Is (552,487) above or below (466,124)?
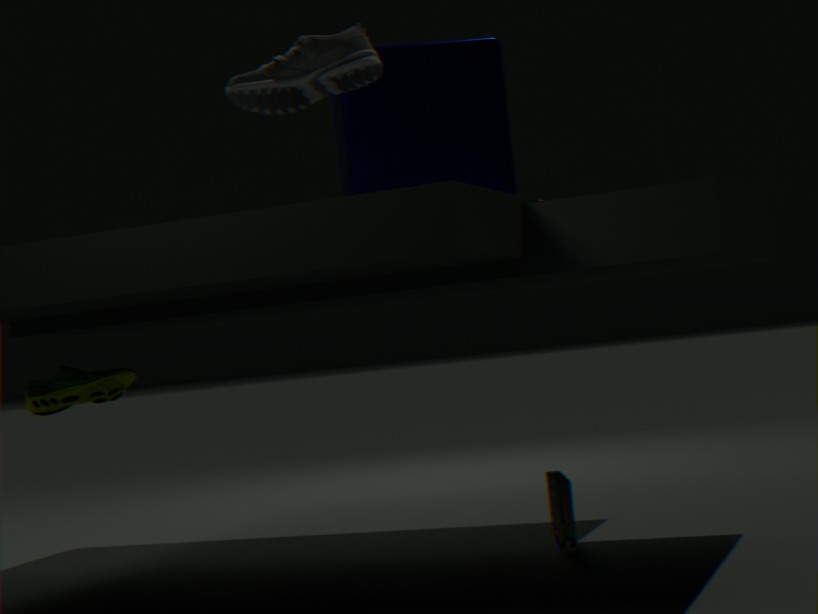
below
